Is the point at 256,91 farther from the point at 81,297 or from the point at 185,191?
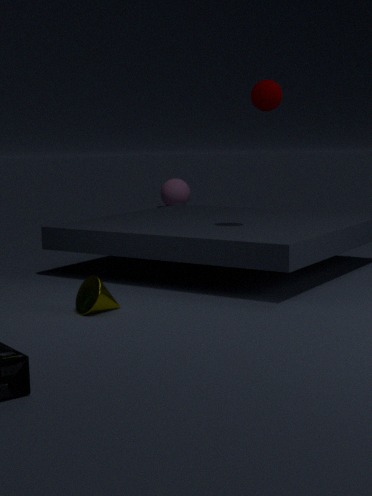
the point at 185,191
